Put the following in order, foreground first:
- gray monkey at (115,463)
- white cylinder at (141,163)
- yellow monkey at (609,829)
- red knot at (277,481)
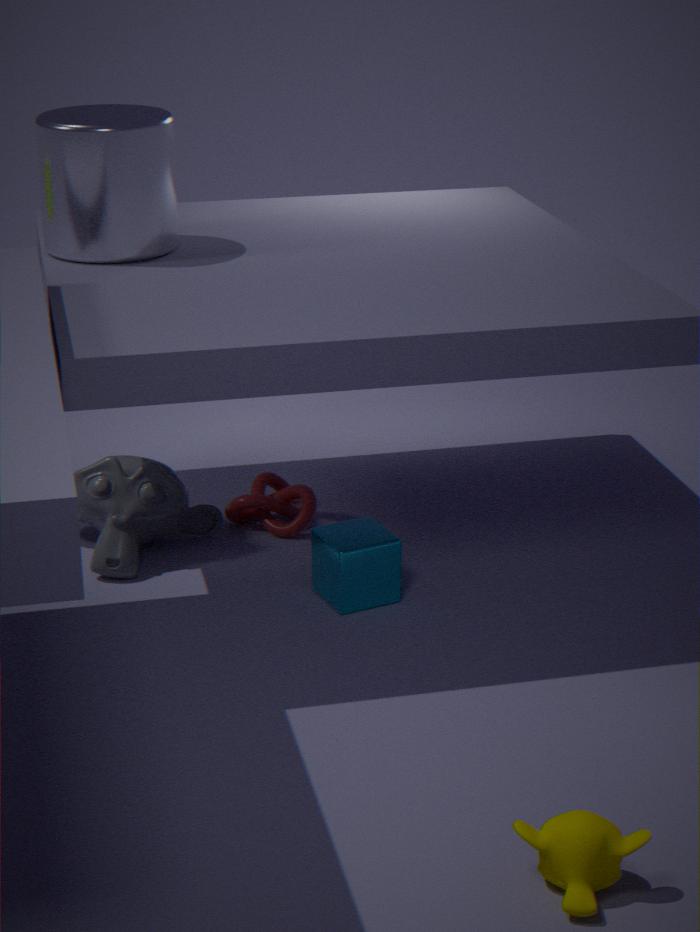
yellow monkey at (609,829)
white cylinder at (141,163)
gray monkey at (115,463)
red knot at (277,481)
